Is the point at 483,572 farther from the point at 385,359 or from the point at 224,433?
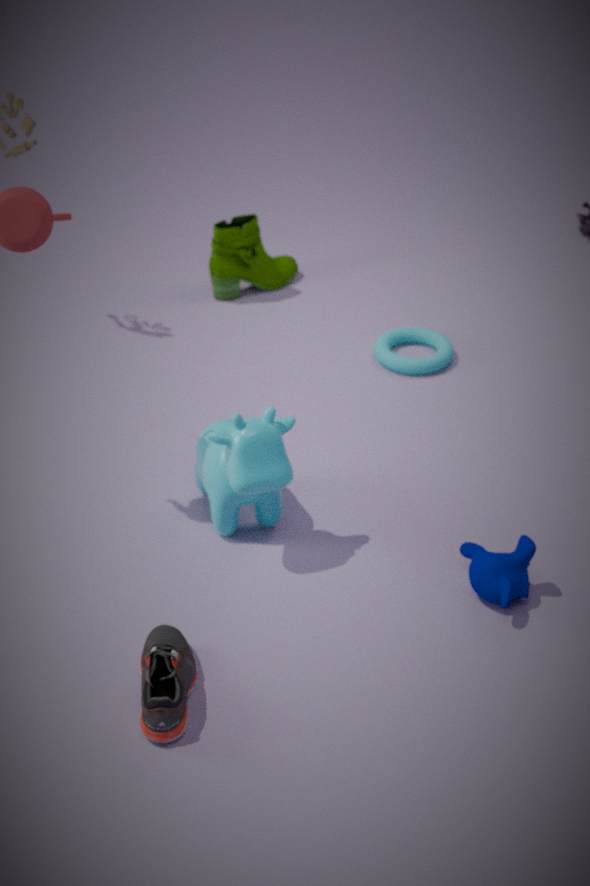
the point at 385,359
